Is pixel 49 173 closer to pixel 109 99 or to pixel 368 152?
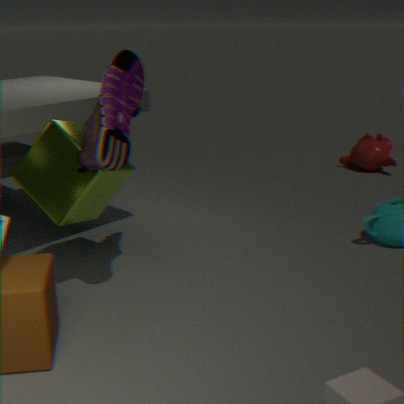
pixel 109 99
